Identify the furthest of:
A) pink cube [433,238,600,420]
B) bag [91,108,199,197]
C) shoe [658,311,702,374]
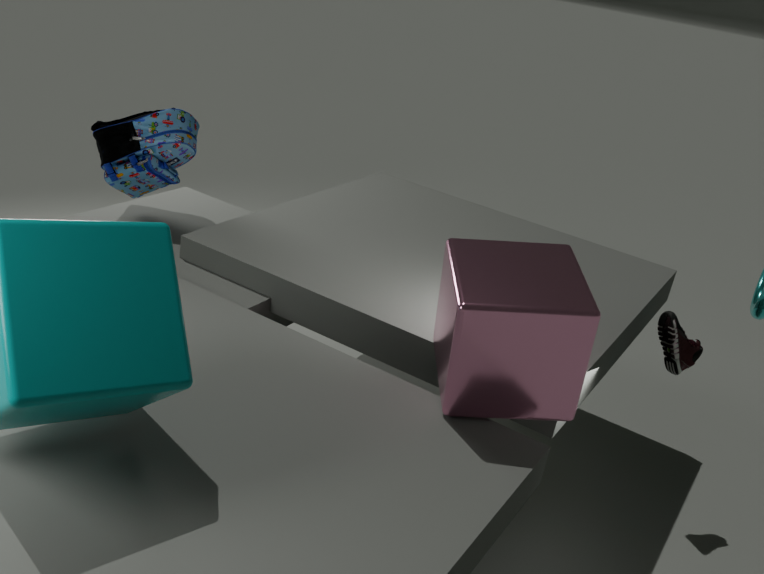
bag [91,108,199,197]
